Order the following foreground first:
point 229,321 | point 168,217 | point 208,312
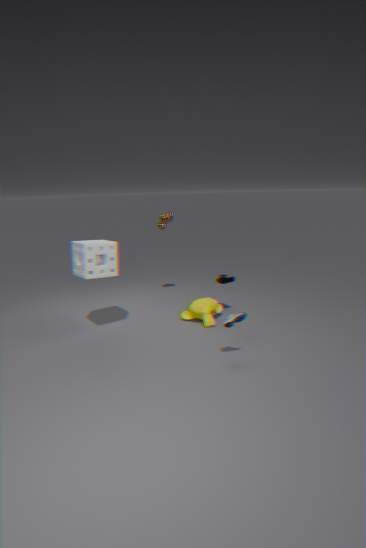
point 229,321, point 208,312, point 168,217
